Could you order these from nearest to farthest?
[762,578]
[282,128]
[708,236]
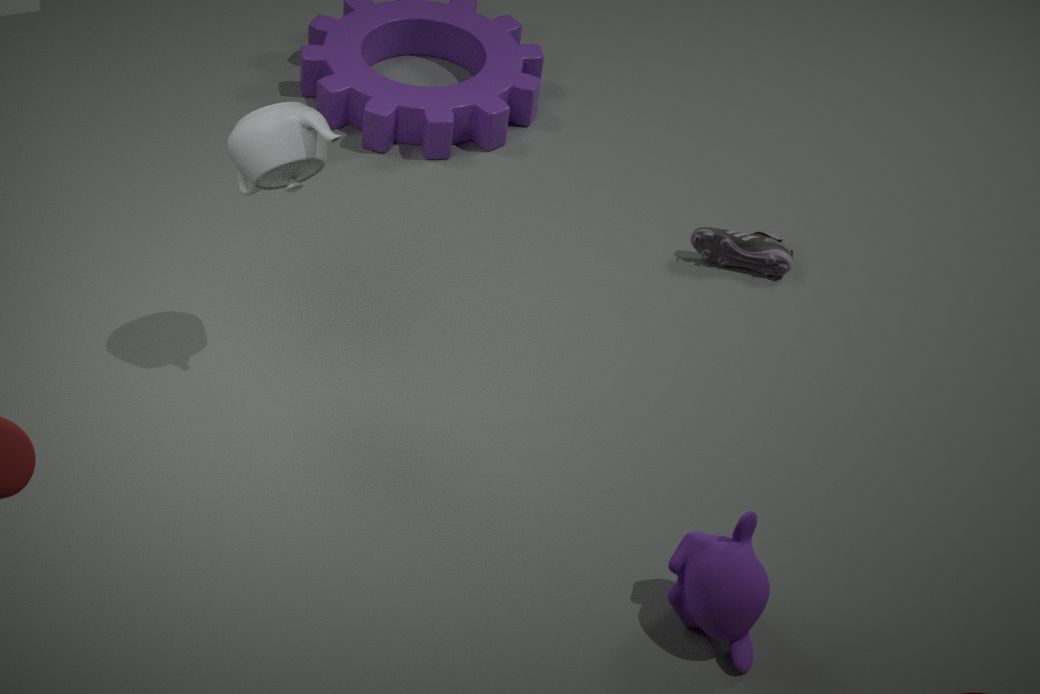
[762,578] < [282,128] < [708,236]
